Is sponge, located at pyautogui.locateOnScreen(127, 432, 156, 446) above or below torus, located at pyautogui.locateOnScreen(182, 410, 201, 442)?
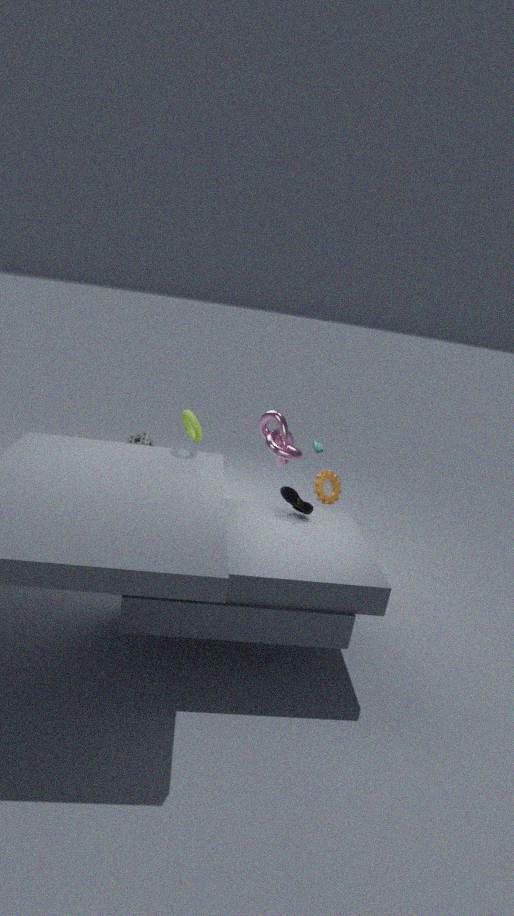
below
